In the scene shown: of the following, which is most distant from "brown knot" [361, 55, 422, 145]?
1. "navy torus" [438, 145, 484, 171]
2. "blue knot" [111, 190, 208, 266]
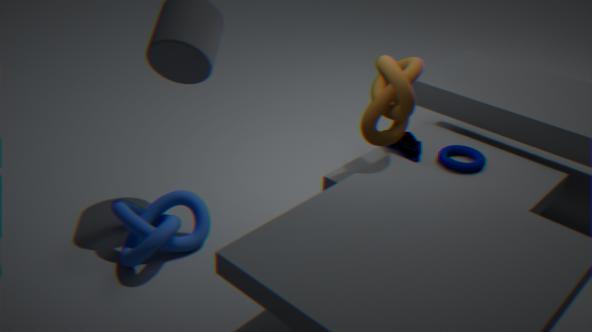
"blue knot" [111, 190, 208, 266]
